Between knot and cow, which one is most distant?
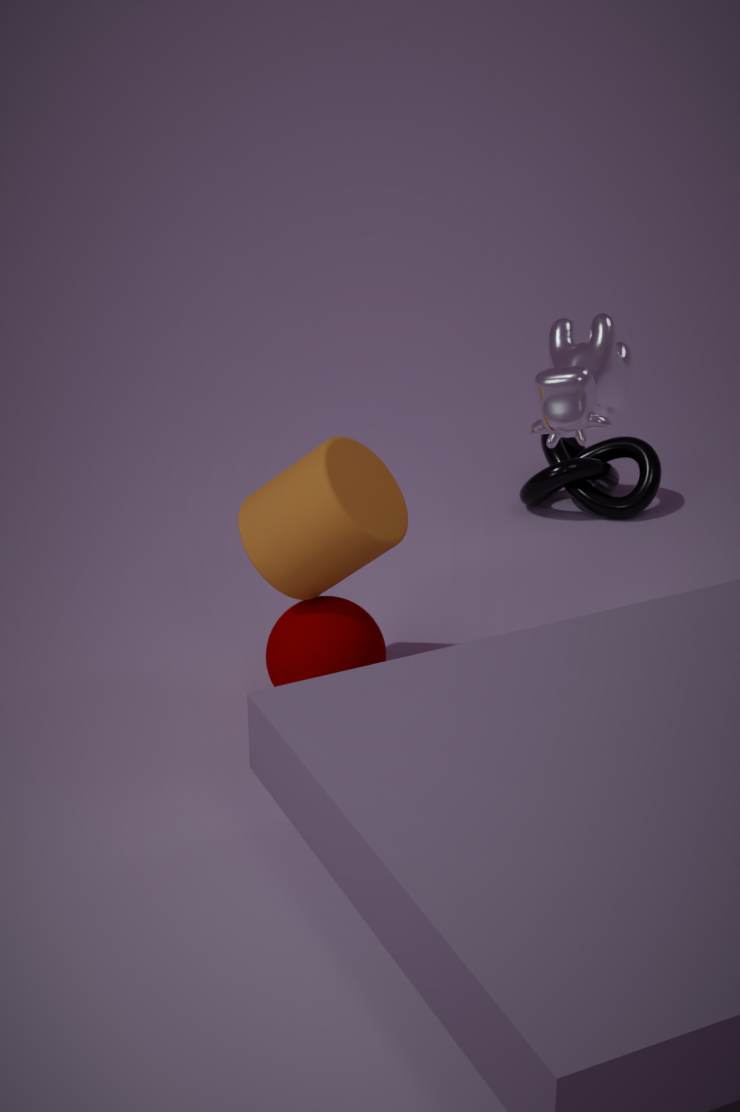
knot
